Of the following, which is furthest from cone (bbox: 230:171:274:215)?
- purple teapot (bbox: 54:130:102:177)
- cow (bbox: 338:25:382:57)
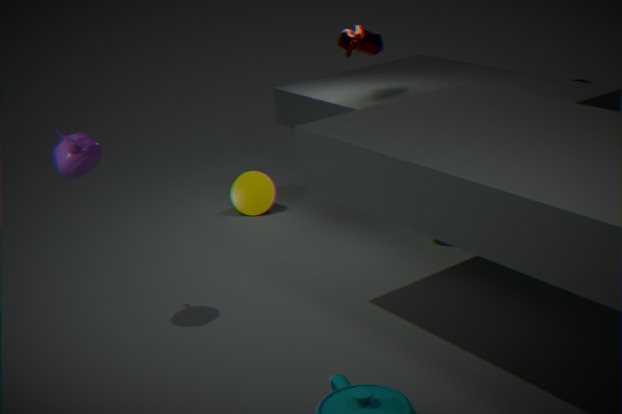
purple teapot (bbox: 54:130:102:177)
